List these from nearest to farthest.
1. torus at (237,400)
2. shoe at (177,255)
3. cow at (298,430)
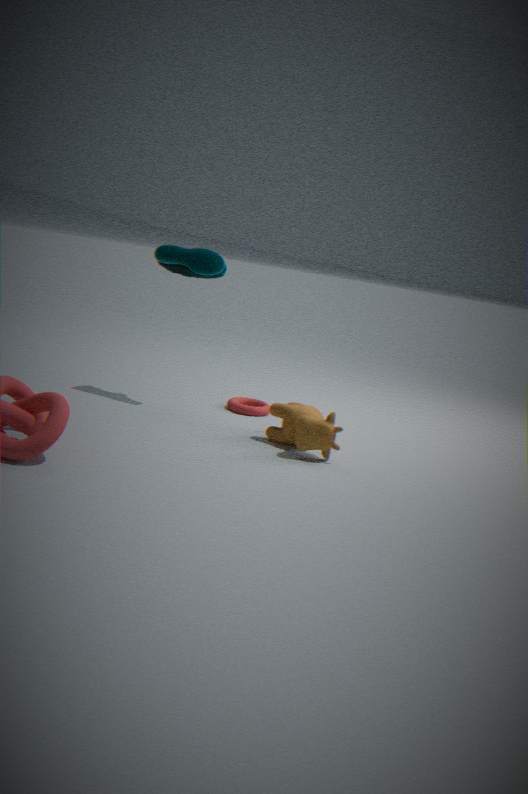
1. cow at (298,430)
2. shoe at (177,255)
3. torus at (237,400)
